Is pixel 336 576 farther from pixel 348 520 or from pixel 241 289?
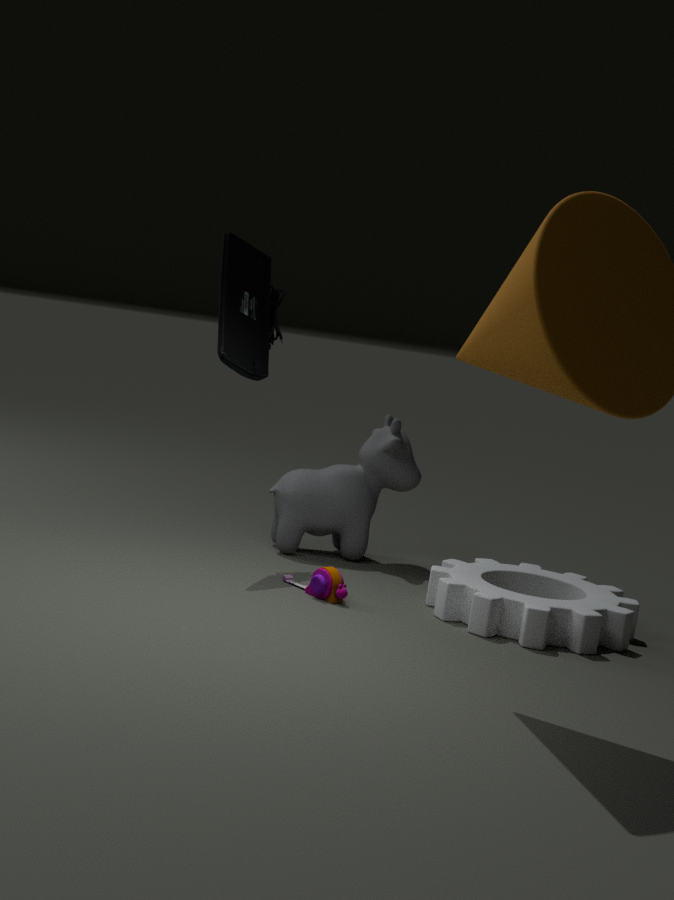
pixel 241 289
